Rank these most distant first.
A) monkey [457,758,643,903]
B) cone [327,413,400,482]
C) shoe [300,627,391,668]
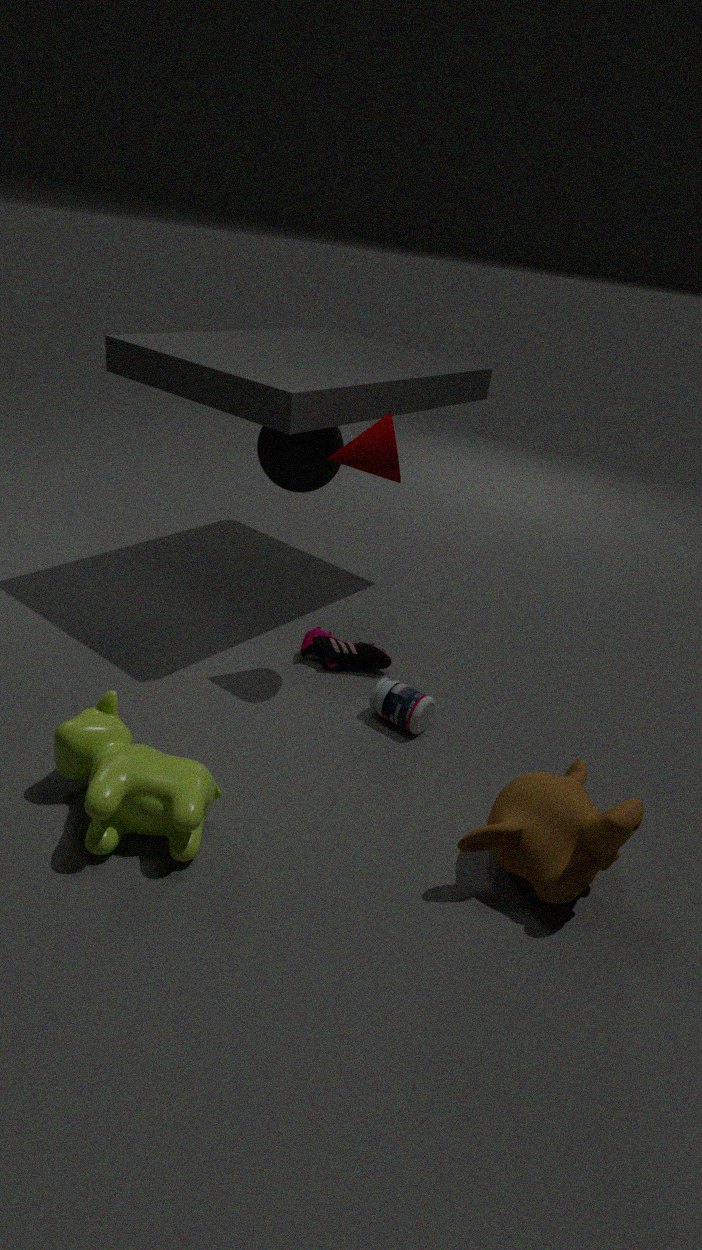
shoe [300,627,391,668]
cone [327,413,400,482]
monkey [457,758,643,903]
